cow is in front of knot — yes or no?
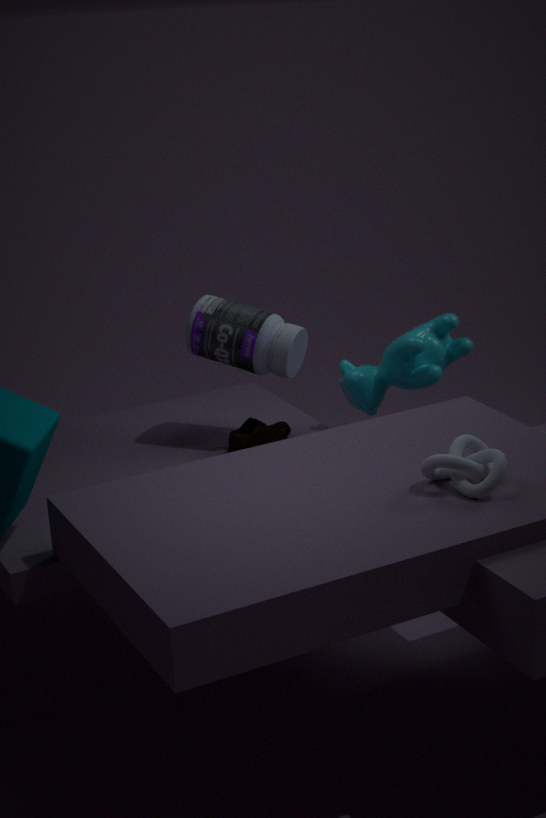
No
